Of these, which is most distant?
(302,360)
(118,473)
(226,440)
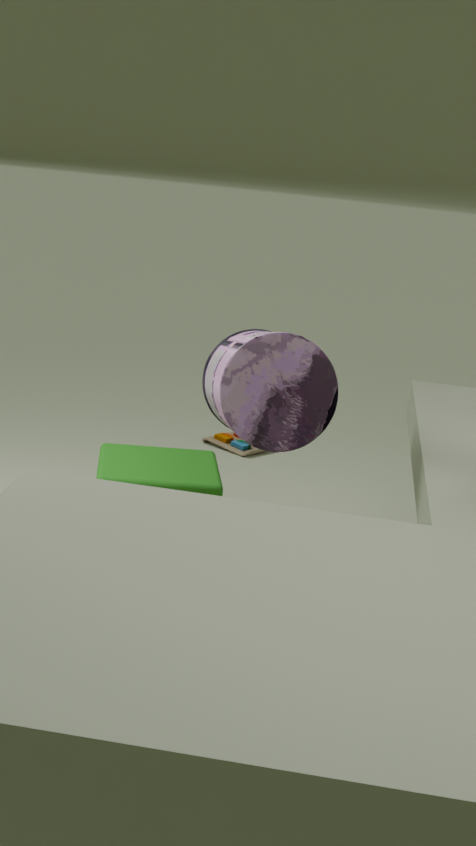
(226,440)
